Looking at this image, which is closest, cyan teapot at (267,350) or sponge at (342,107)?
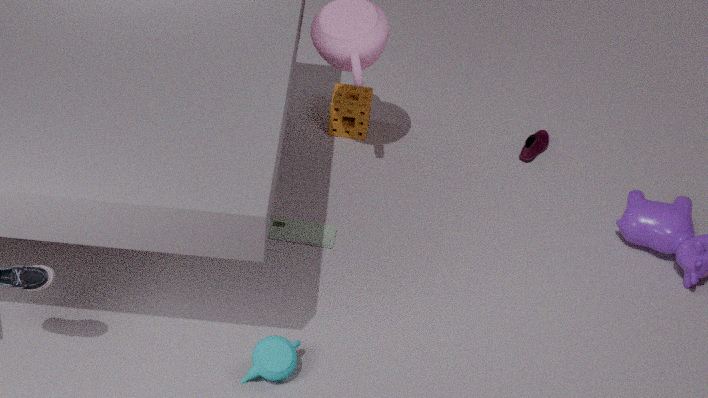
cyan teapot at (267,350)
